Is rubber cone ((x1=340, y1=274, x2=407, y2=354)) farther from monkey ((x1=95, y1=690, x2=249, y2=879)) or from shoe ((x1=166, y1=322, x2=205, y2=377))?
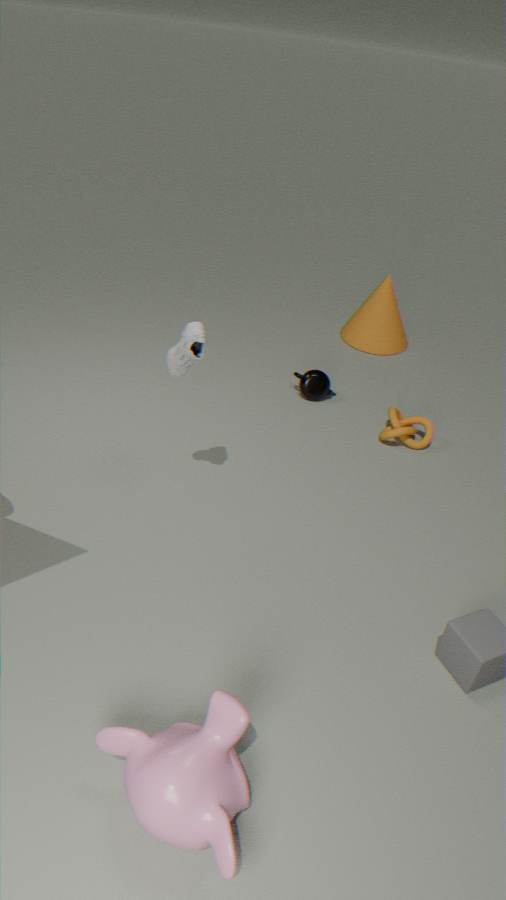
monkey ((x1=95, y1=690, x2=249, y2=879))
